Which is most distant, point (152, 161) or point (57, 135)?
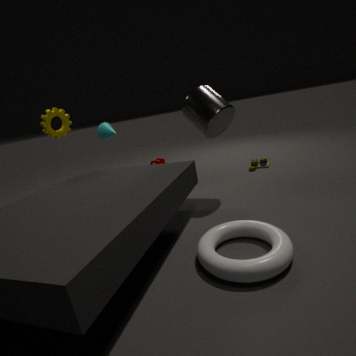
point (152, 161)
